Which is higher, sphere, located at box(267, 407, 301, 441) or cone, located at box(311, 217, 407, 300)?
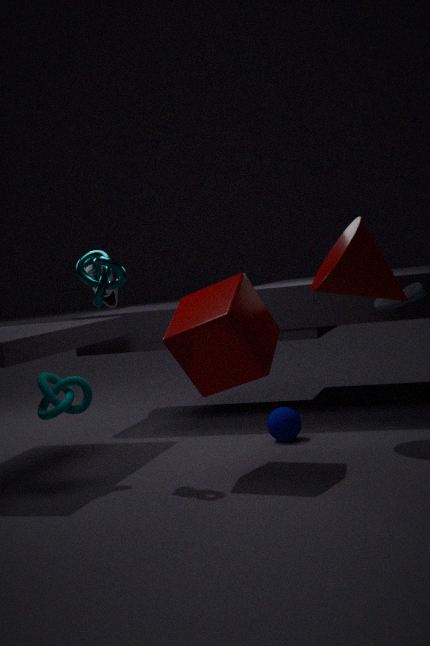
cone, located at box(311, 217, 407, 300)
